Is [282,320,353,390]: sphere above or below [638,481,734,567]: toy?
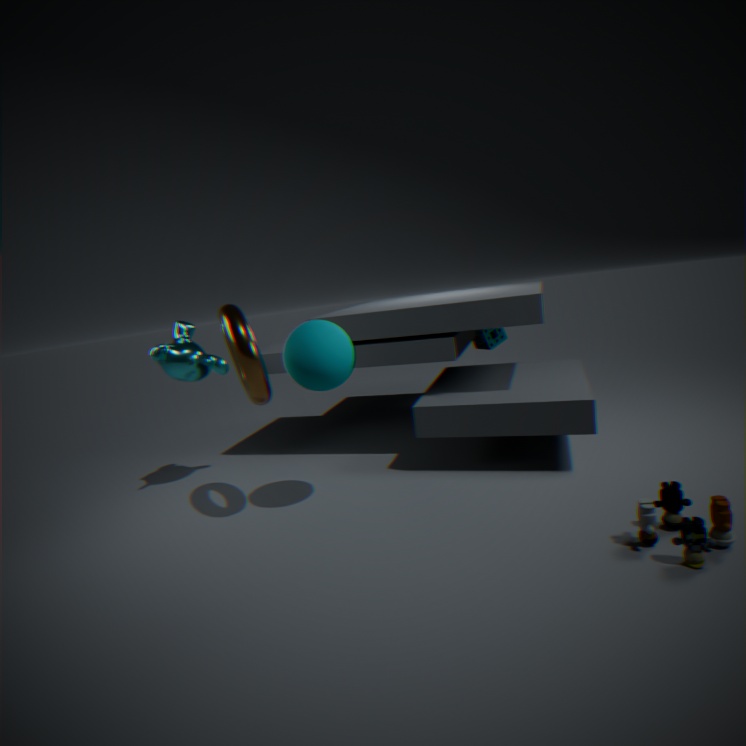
above
